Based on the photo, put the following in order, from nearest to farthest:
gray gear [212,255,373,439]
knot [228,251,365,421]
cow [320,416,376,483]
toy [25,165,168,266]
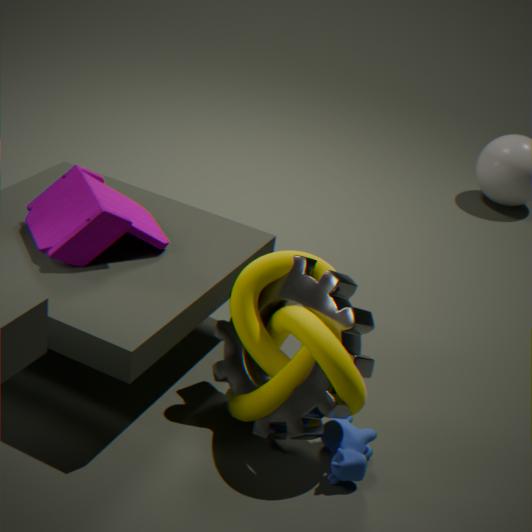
knot [228,251,365,421] → gray gear [212,255,373,439] → cow [320,416,376,483] → toy [25,165,168,266]
